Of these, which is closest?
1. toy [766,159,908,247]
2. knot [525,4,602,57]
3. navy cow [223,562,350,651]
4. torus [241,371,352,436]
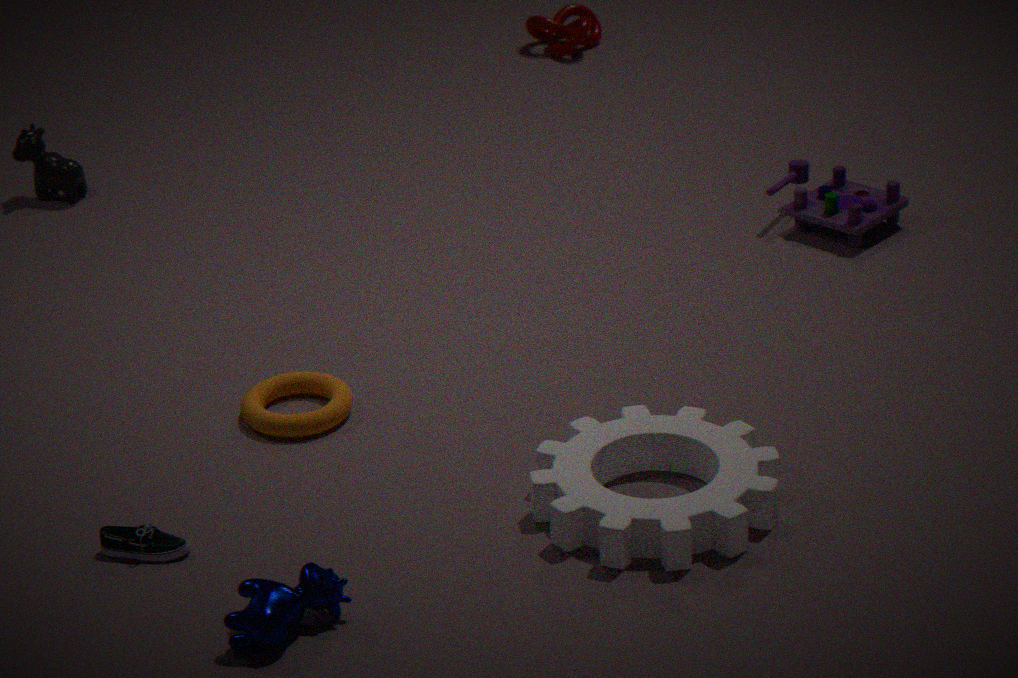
navy cow [223,562,350,651]
